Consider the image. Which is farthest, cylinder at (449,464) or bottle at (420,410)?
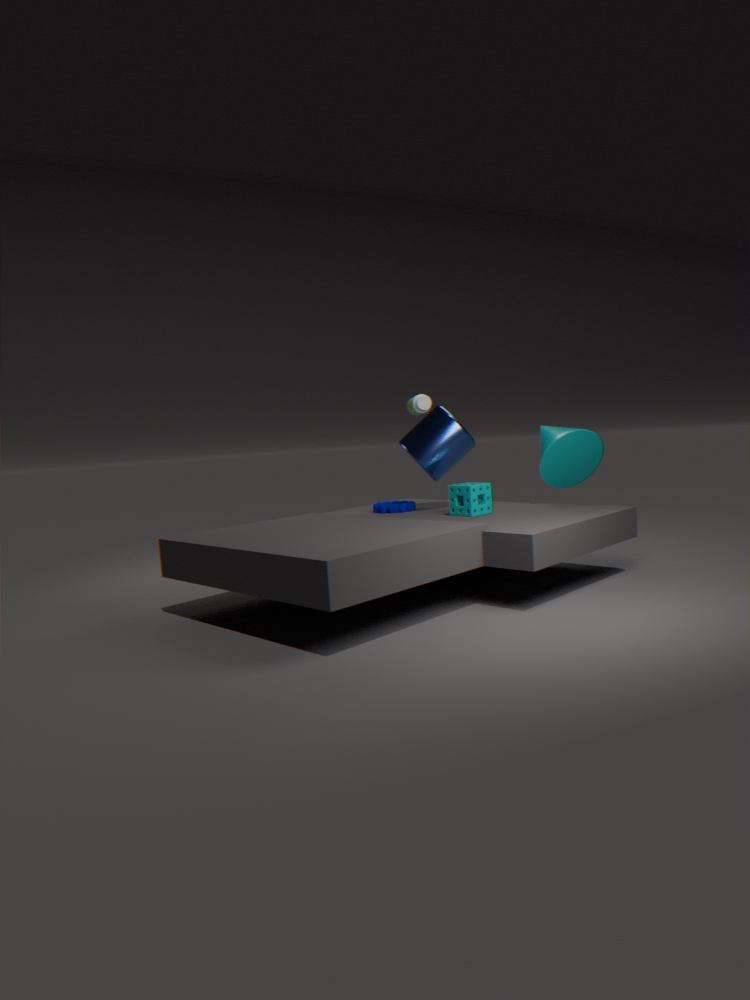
bottle at (420,410)
